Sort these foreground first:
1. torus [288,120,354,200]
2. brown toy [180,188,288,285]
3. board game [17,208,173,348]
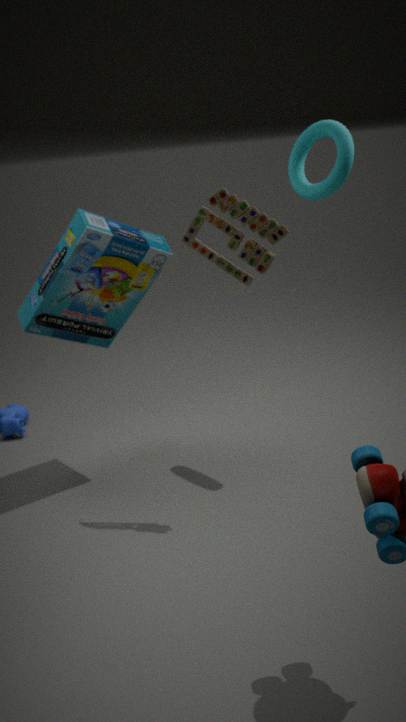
brown toy [180,188,288,285] → torus [288,120,354,200] → board game [17,208,173,348]
